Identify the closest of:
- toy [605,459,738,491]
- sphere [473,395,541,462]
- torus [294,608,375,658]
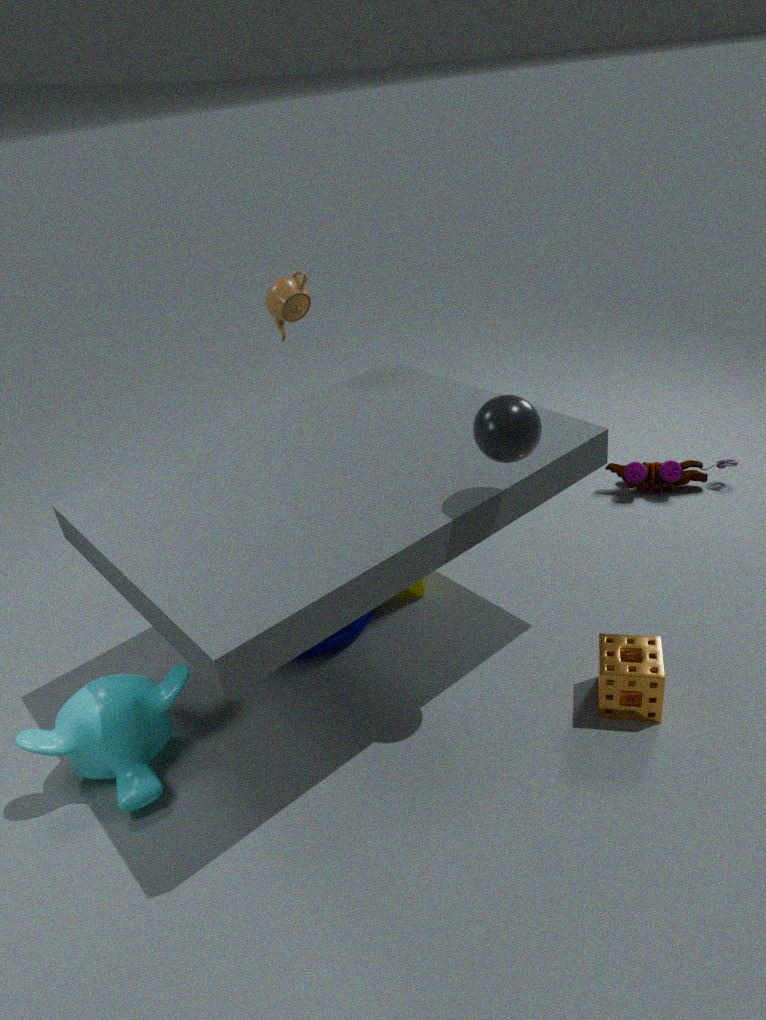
sphere [473,395,541,462]
